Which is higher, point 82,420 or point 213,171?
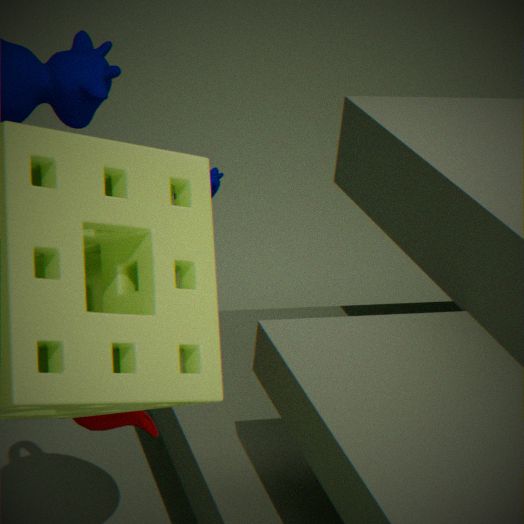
point 82,420
